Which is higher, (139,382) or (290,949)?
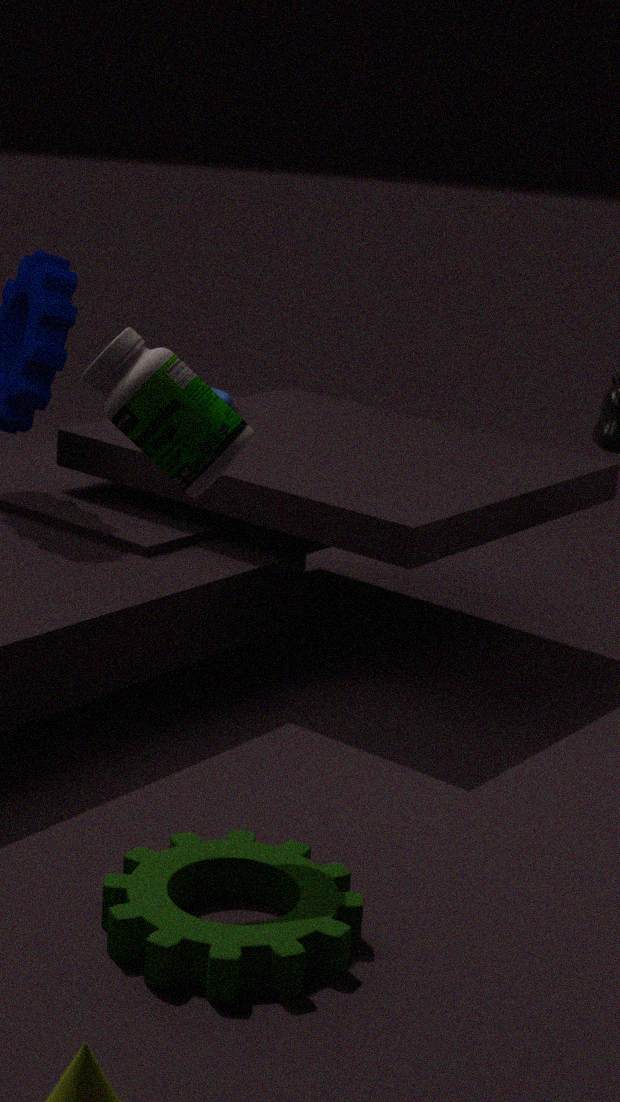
(139,382)
